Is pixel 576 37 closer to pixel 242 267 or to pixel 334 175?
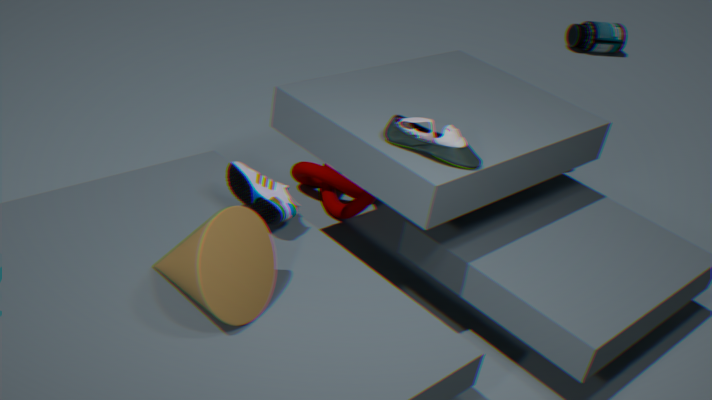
pixel 334 175
